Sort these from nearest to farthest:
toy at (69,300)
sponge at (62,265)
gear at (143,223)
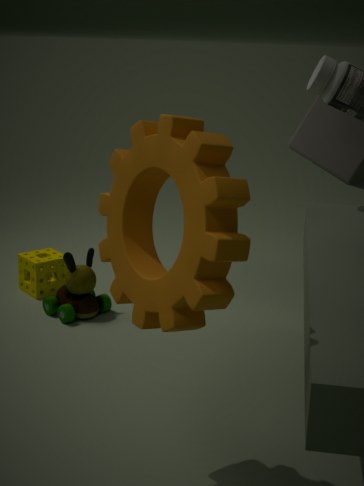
gear at (143,223) → toy at (69,300) → sponge at (62,265)
